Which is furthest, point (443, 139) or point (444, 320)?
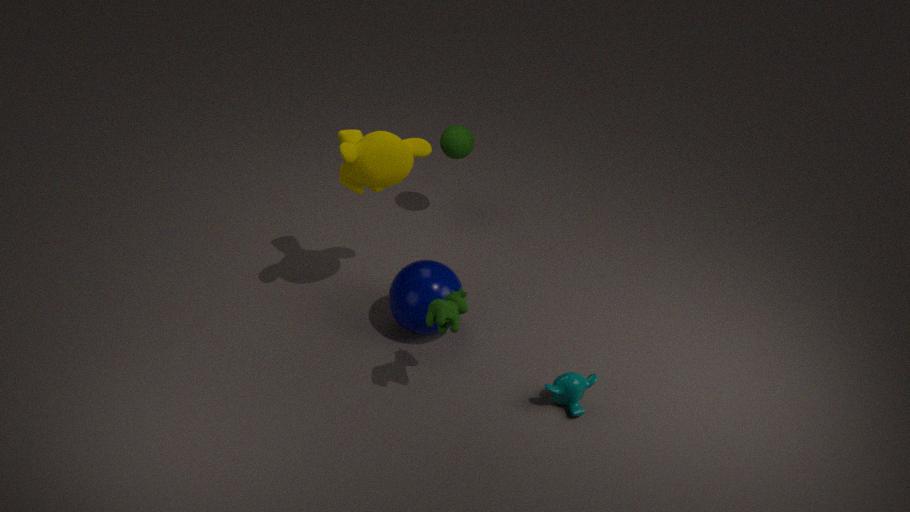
point (443, 139)
